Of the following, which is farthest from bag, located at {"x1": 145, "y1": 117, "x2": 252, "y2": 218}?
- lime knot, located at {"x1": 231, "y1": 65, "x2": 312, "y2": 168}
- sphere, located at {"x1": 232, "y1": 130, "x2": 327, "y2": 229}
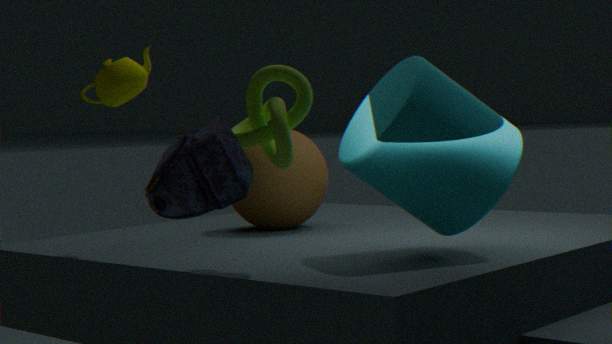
sphere, located at {"x1": 232, "y1": 130, "x2": 327, "y2": 229}
